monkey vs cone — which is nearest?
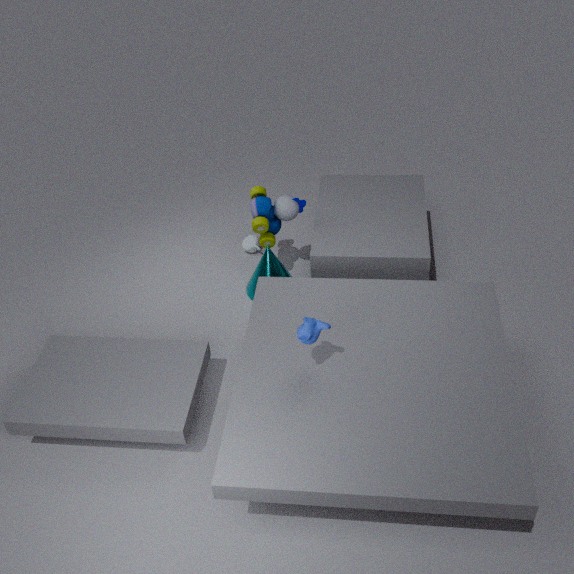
monkey
